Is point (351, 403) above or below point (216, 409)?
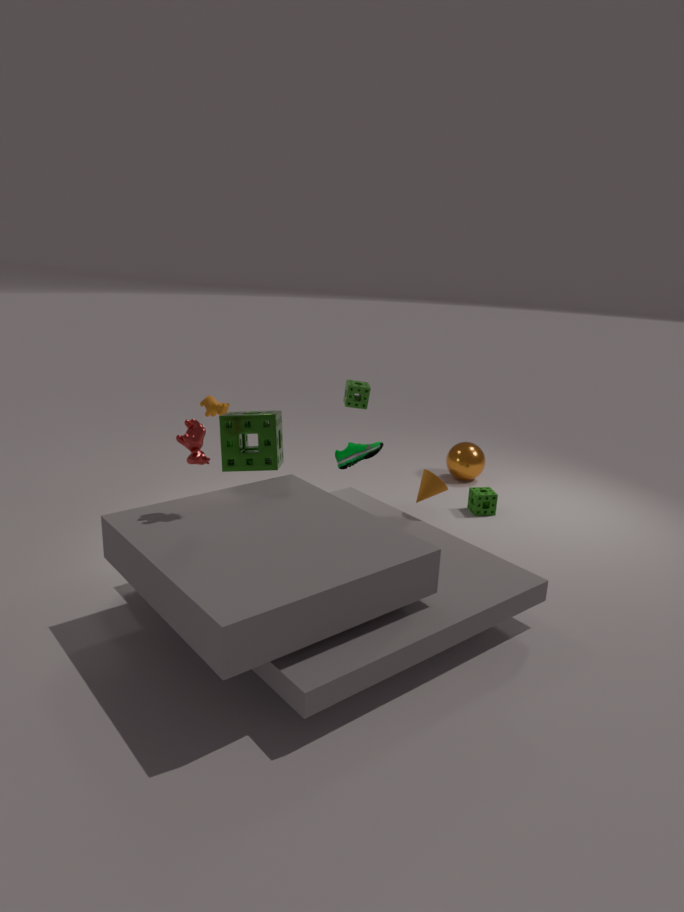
above
